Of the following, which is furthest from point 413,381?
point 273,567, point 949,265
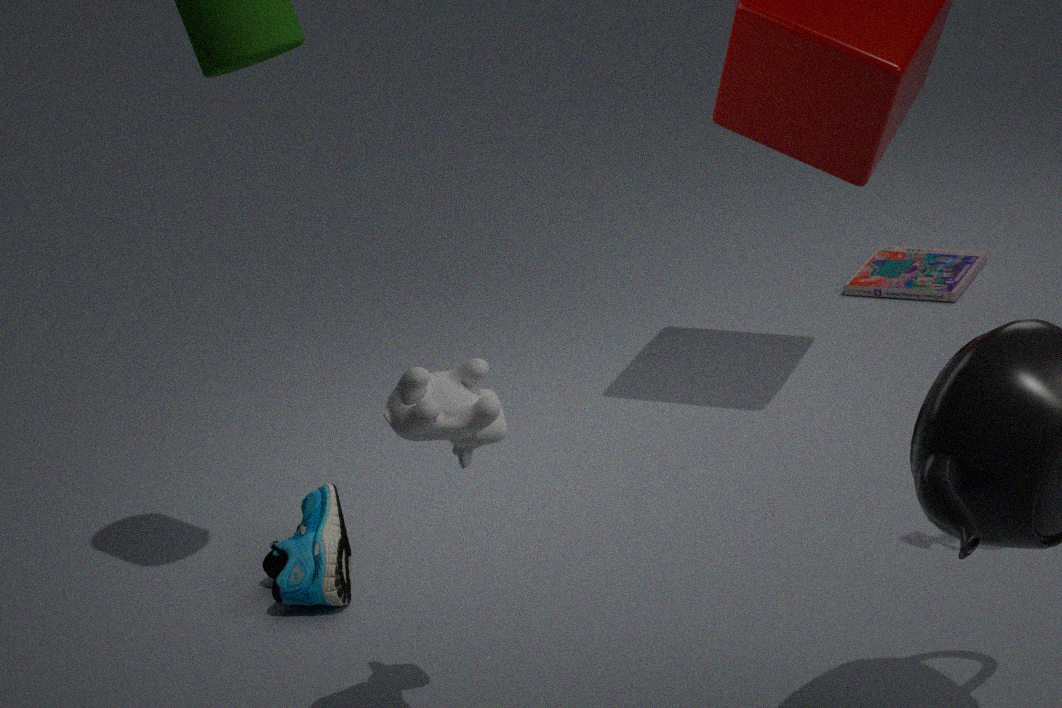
point 949,265
